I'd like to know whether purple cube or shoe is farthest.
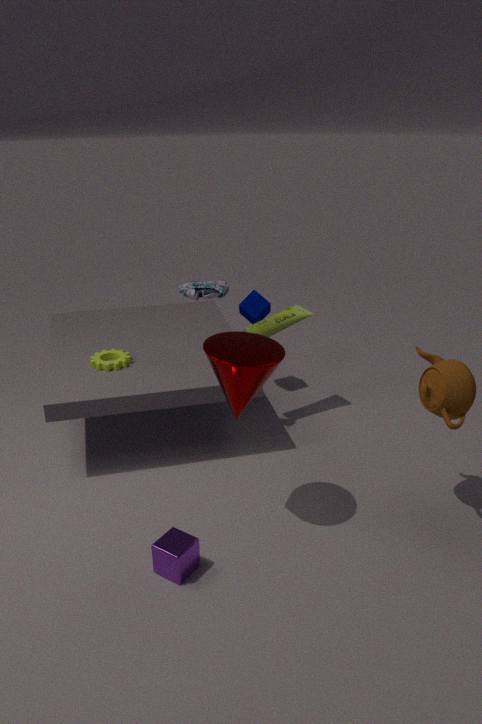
shoe
